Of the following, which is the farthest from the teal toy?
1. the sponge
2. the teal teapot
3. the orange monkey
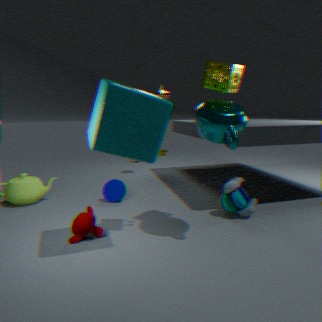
the orange monkey
